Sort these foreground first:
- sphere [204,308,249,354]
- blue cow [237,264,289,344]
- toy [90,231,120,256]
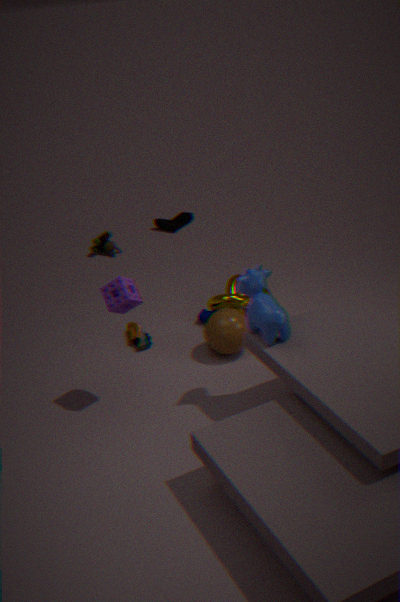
blue cow [237,264,289,344] < sphere [204,308,249,354] < toy [90,231,120,256]
